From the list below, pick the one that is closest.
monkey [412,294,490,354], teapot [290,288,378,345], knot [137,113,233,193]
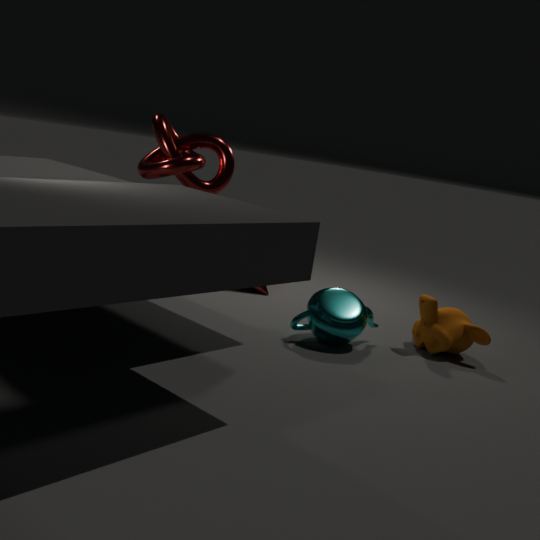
knot [137,113,233,193]
